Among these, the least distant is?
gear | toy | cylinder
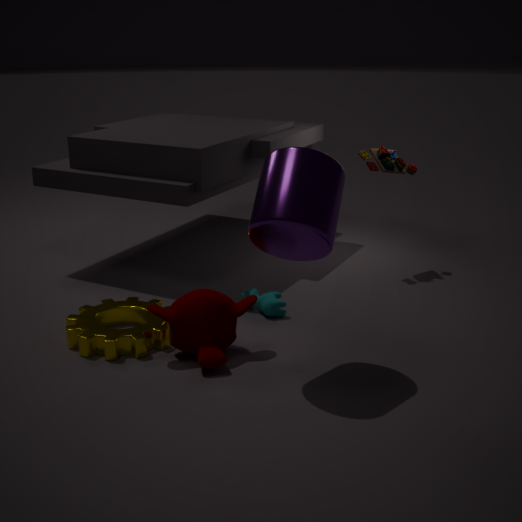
cylinder
